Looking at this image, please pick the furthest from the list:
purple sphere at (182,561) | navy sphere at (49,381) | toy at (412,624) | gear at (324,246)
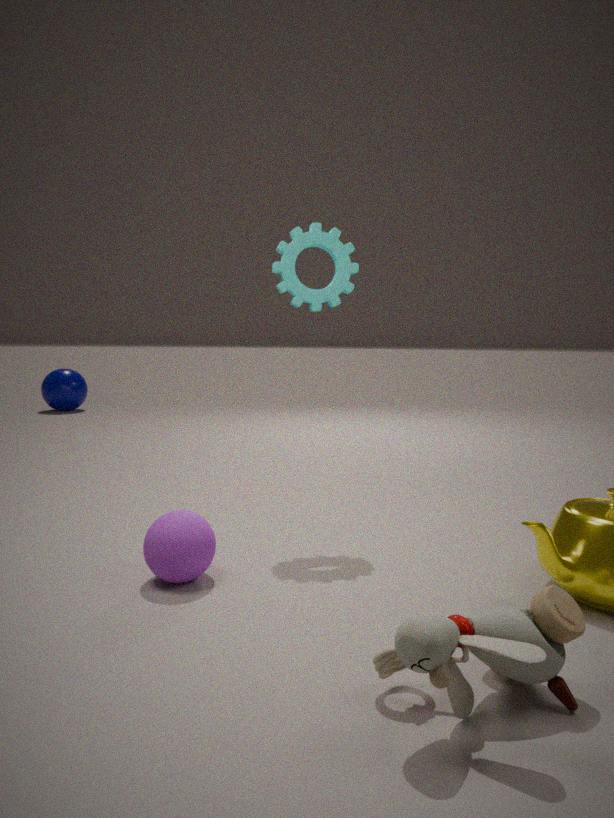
navy sphere at (49,381)
